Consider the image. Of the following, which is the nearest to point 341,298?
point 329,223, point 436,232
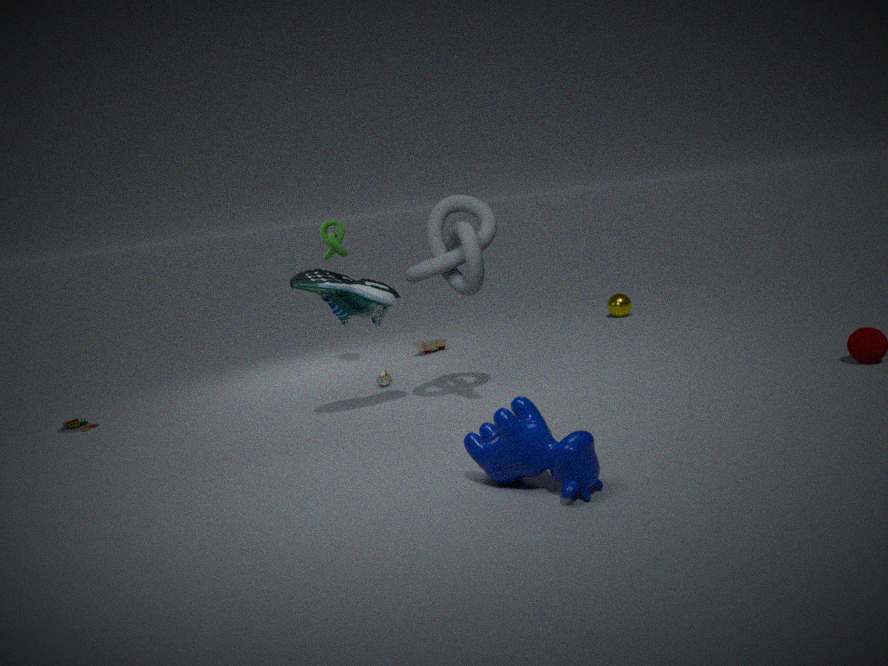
point 436,232
